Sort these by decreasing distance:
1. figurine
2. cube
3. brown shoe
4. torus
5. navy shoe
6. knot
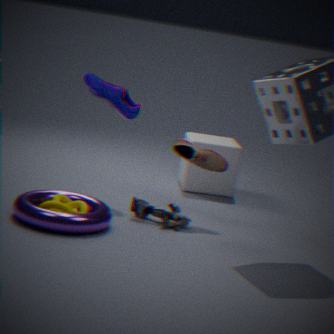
cube → navy shoe → brown shoe → figurine → knot → torus
